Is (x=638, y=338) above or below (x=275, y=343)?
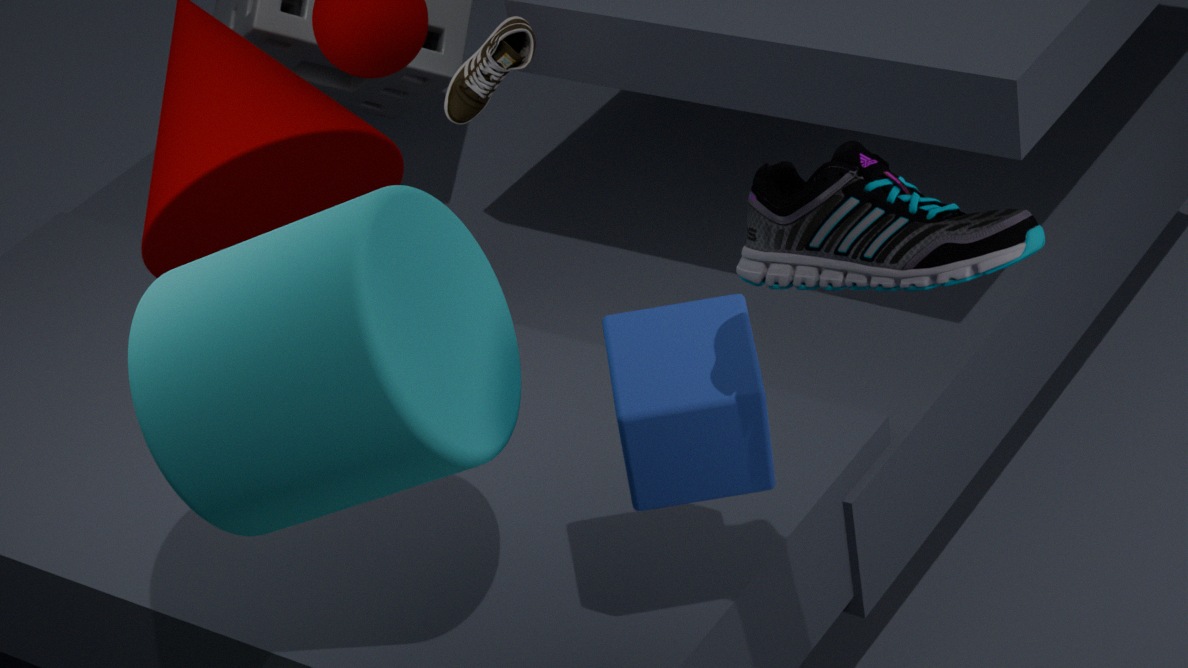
below
